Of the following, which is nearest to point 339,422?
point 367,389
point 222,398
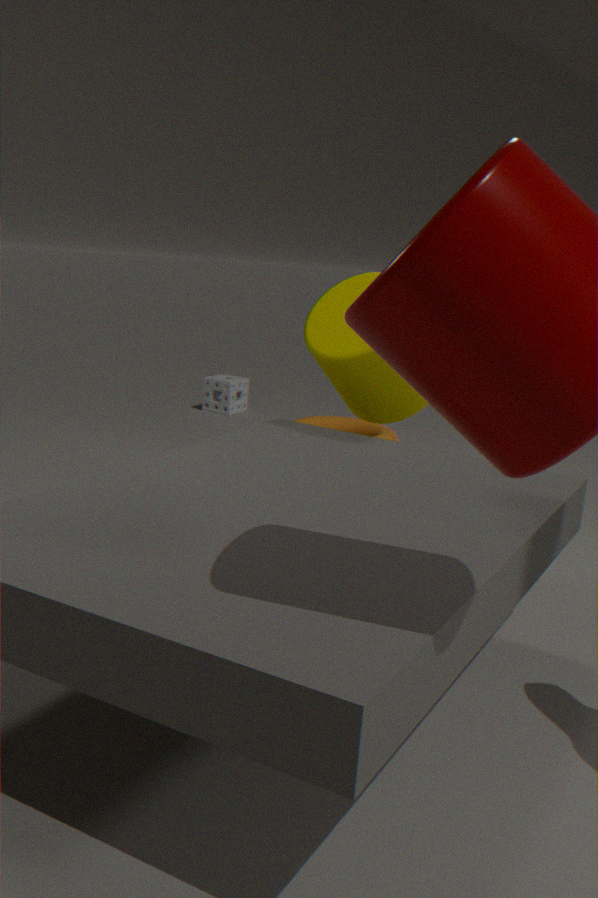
point 222,398
